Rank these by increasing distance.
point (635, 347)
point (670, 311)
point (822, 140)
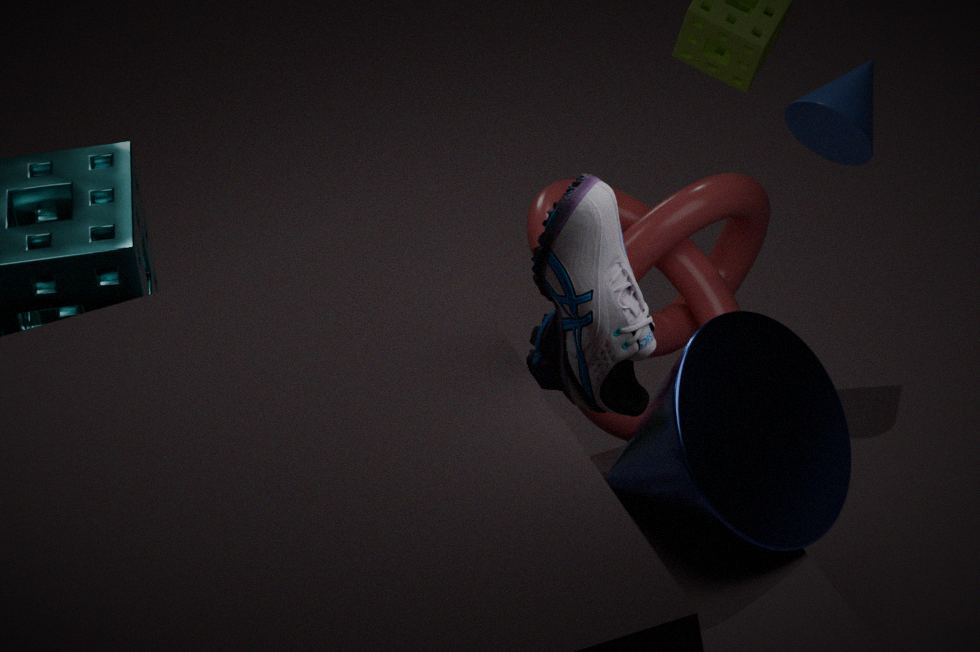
point (635, 347)
point (670, 311)
point (822, 140)
